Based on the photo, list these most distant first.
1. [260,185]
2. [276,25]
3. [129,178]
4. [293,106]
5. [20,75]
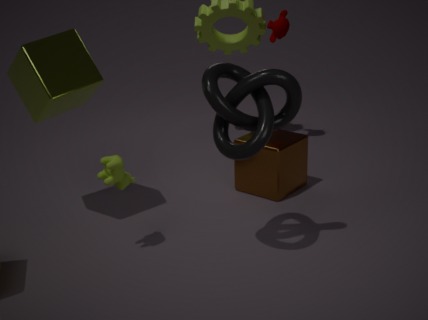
[276,25], [260,185], [20,75], [129,178], [293,106]
